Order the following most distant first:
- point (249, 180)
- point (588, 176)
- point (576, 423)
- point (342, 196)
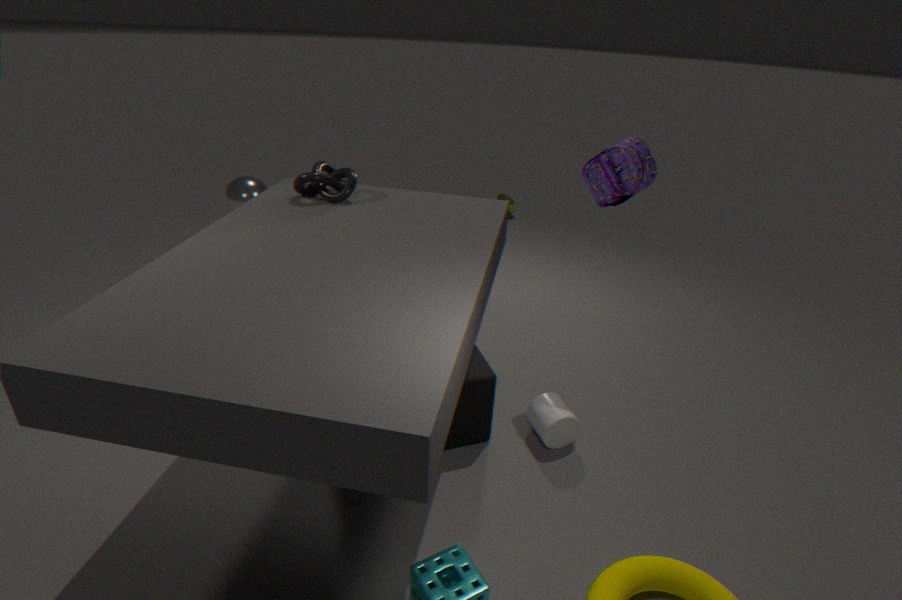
1. point (249, 180)
2. point (588, 176)
3. point (576, 423)
4. point (342, 196)
